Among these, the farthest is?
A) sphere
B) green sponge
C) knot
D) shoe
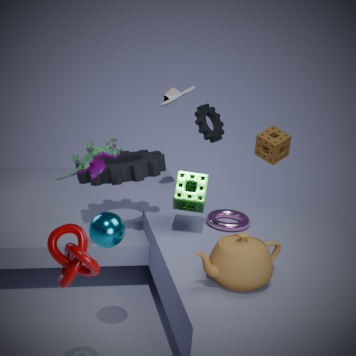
shoe
